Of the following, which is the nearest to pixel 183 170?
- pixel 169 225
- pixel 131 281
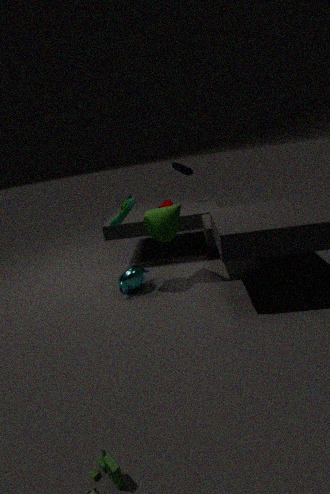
pixel 169 225
